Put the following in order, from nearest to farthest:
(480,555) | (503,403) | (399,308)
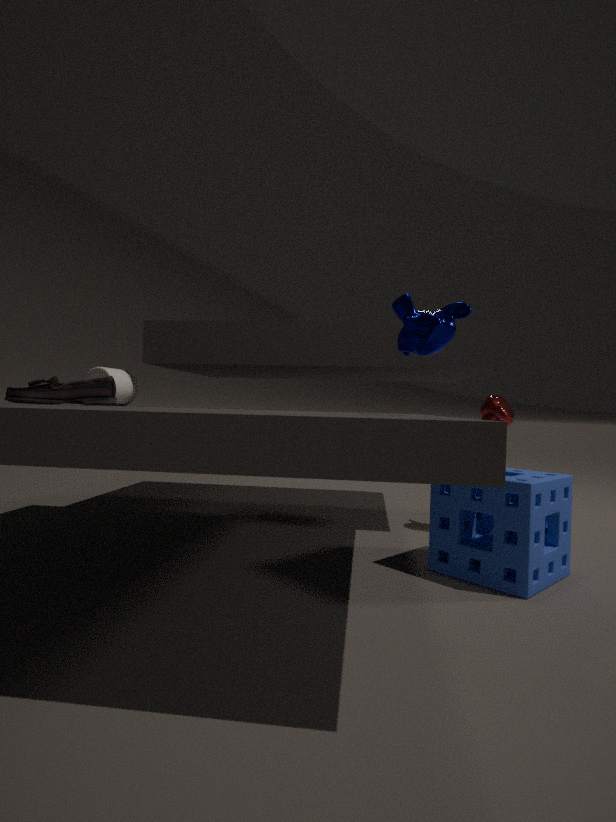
(399,308) → (480,555) → (503,403)
